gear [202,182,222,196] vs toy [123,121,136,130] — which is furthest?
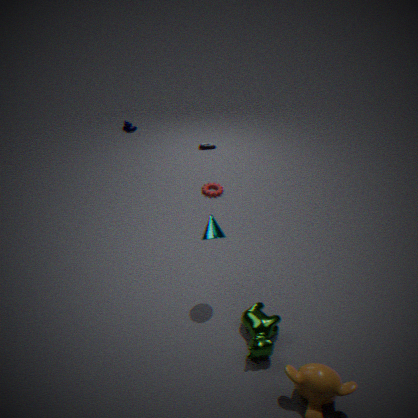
toy [123,121,136,130]
